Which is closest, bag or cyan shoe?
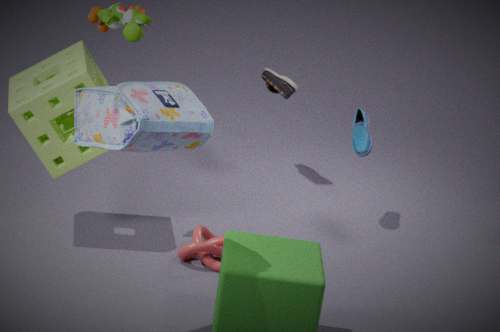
bag
